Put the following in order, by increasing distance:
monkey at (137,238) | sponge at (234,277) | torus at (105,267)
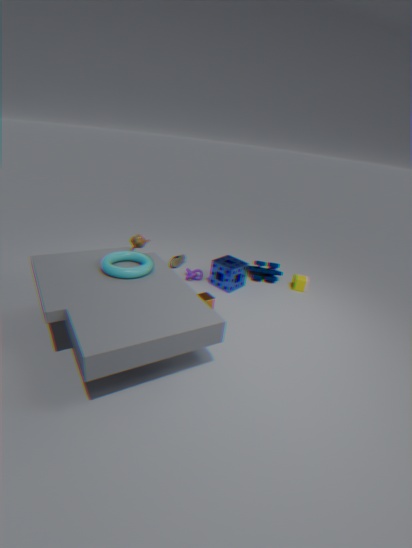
1. torus at (105,267)
2. monkey at (137,238)
3. sponge at (234,277)
